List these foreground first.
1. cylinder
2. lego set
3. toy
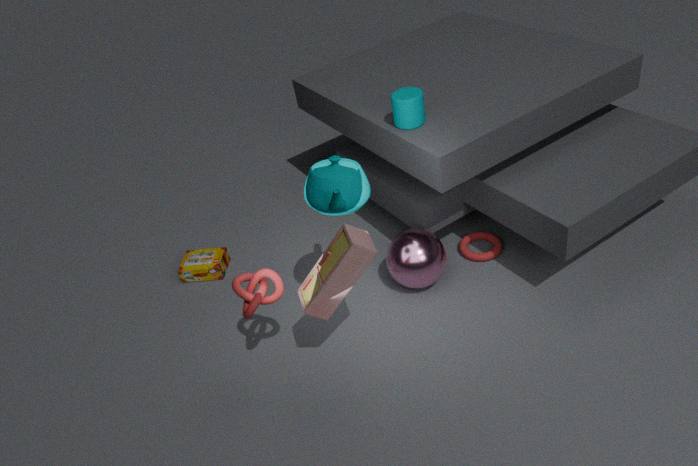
1. toy
2. cylinder
3. lego set
